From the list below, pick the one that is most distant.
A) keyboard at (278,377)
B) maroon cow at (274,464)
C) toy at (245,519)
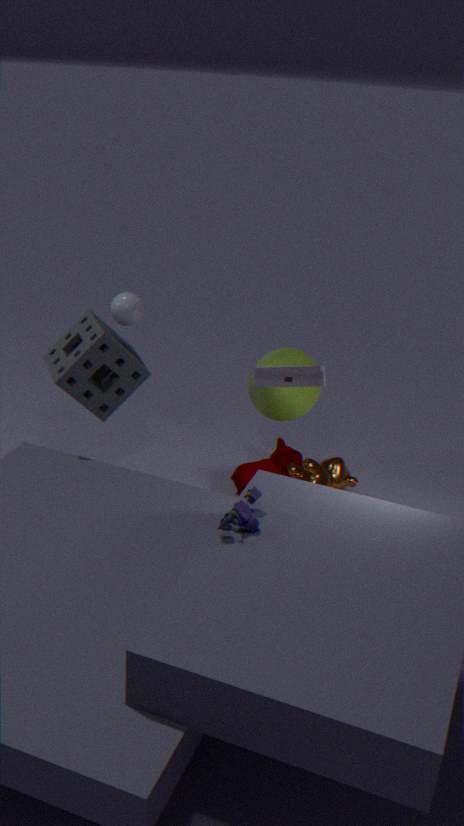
maroon cow at (274,464)
